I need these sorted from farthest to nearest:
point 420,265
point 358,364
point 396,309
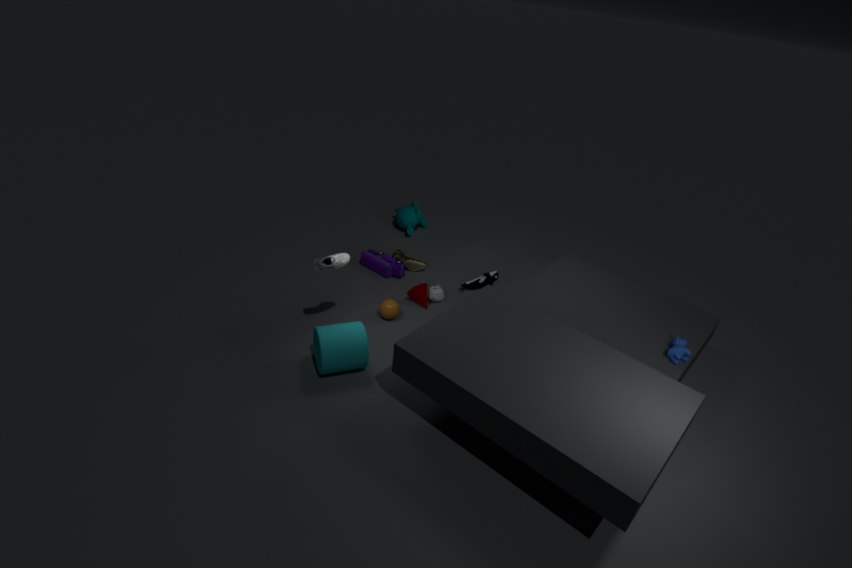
point 420,265 → point 396,309 → point 358,364
